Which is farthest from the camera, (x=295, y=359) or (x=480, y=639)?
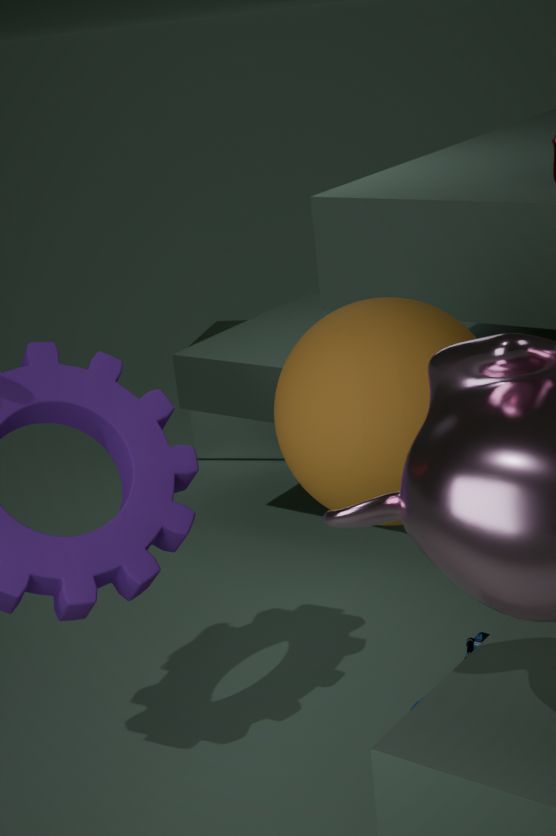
(x=480, y=639)
